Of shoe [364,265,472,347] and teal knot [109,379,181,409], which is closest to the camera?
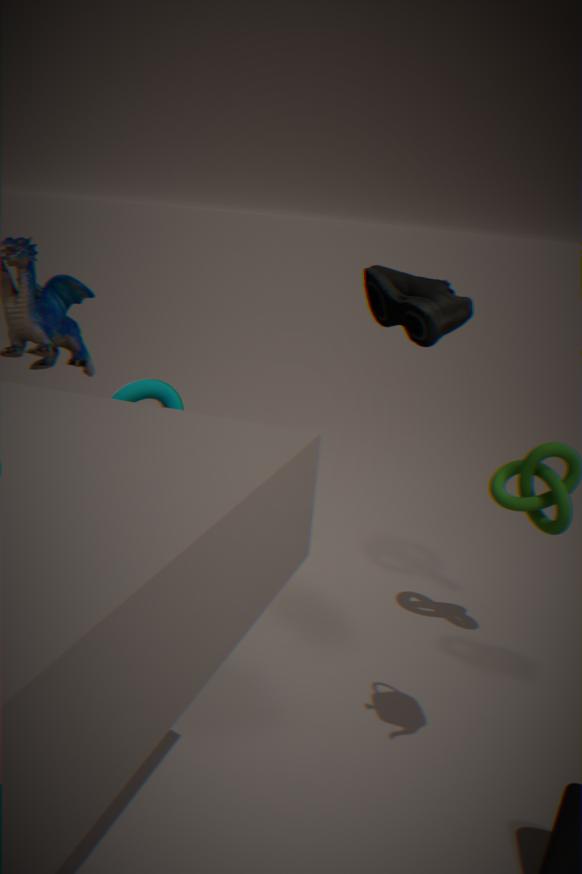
teal knot [109,379,181,409]
